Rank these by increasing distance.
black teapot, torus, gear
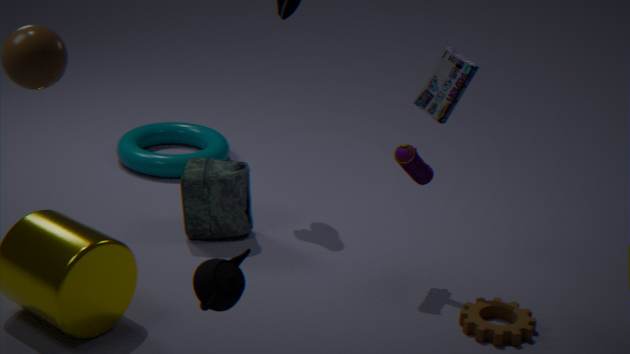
black teapot → gear → torus
